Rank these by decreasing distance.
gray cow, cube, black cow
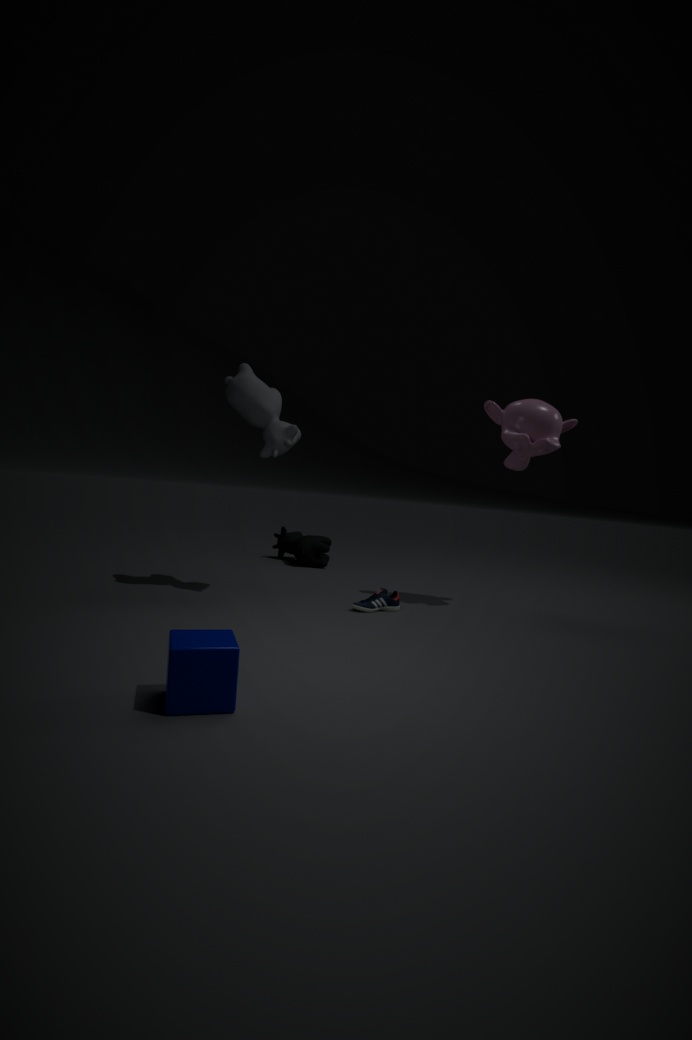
black cow, gray cow, cube
